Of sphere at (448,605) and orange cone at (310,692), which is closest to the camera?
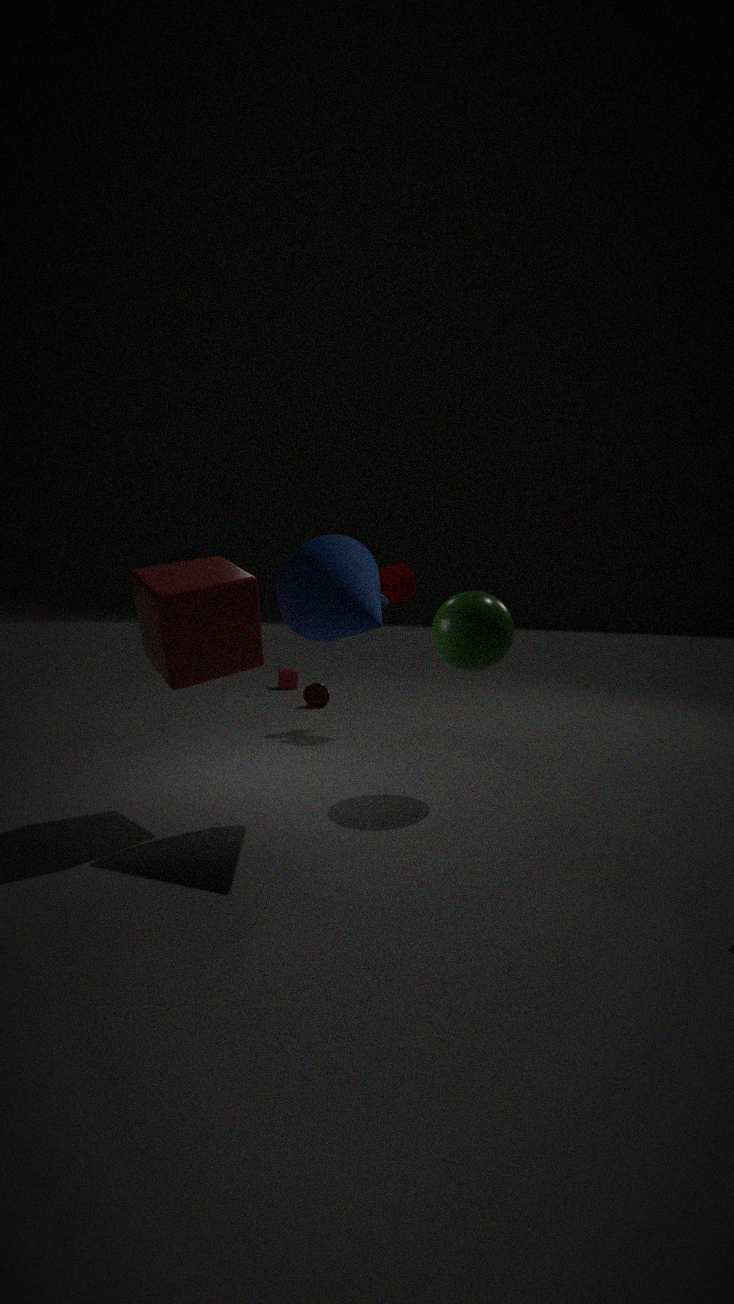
sphere at (448,605)
